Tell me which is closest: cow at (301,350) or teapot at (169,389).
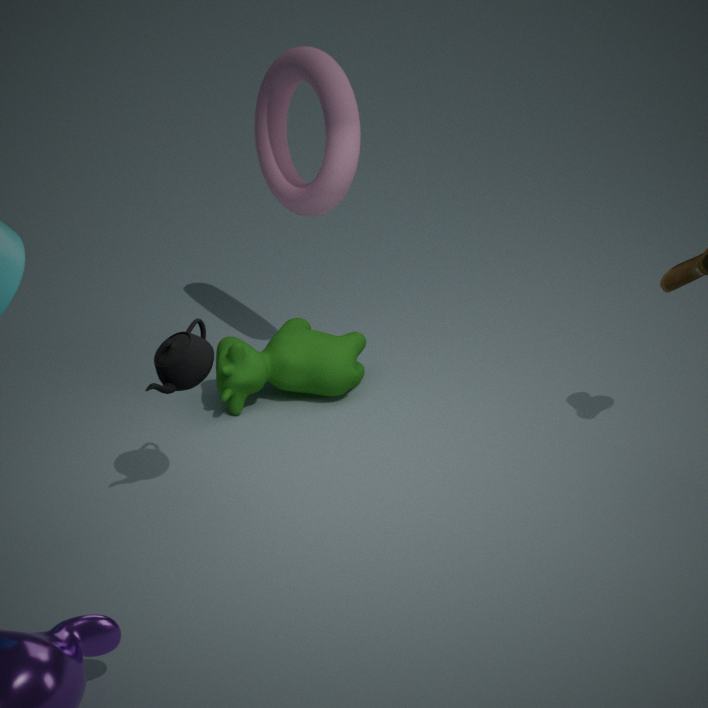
teapot at (169,389)
